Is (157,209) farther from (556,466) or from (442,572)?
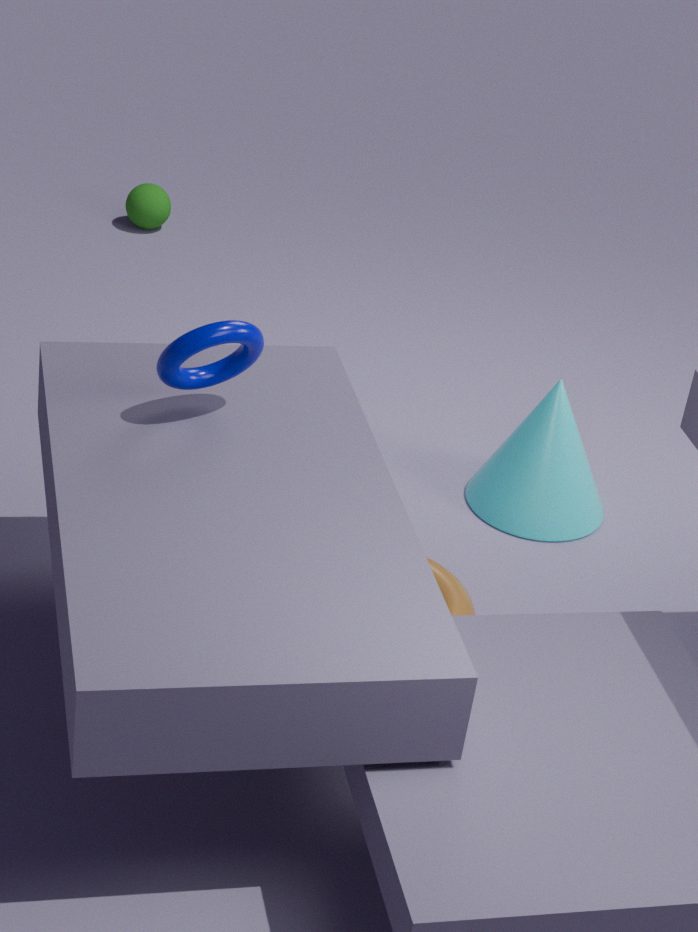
(442,572)
